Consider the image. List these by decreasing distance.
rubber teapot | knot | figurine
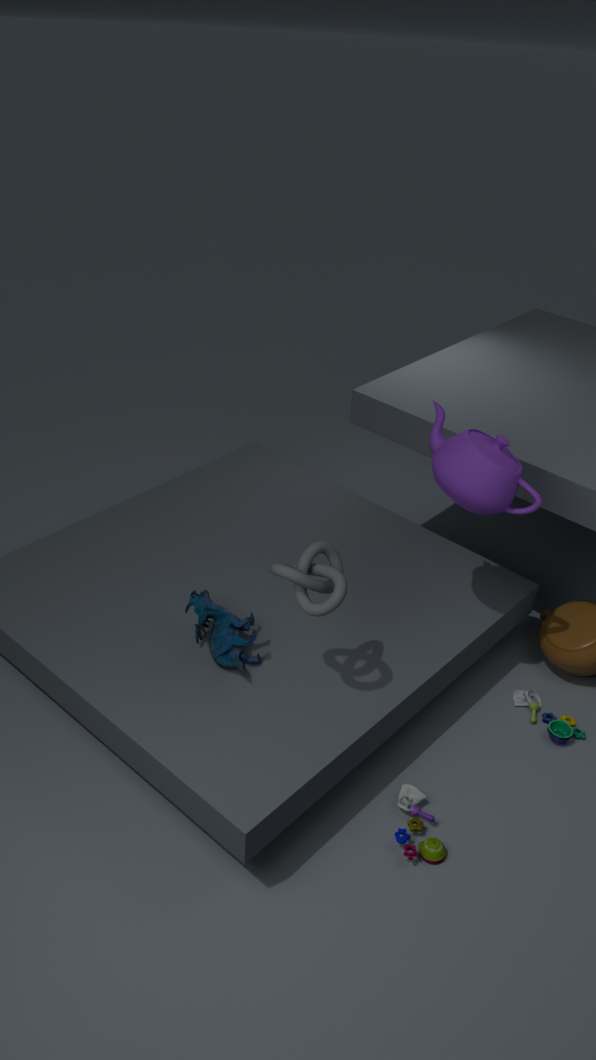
figurine → rubber teapot → knot
